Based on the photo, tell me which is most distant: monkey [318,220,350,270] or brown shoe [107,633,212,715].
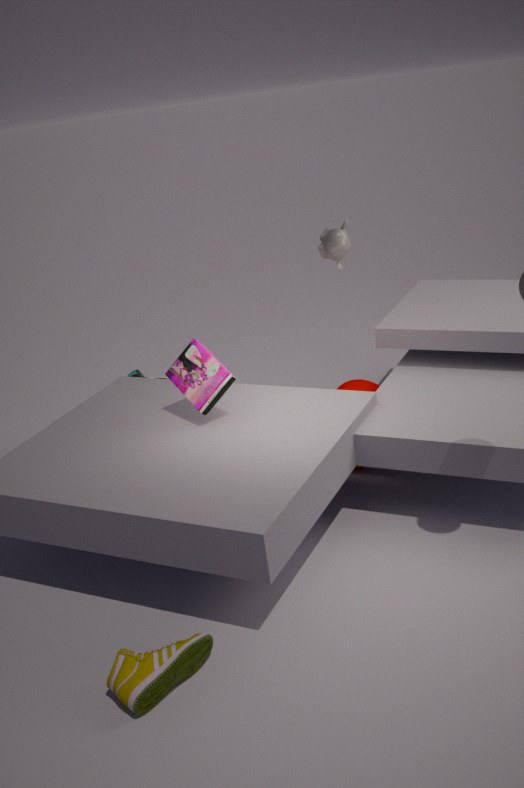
monkey [318,220,350,270]
